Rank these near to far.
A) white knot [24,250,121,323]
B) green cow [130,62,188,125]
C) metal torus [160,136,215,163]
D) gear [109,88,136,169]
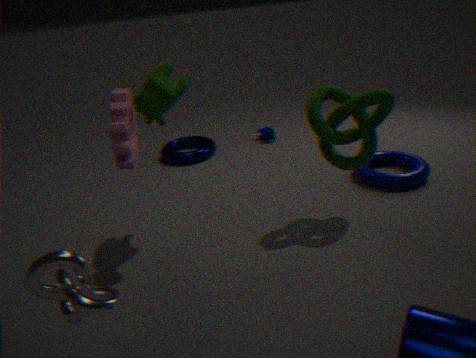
white knot [24,250,121,323] < gear [109,88,136,169] < green cow [130,62,188,125] < metal torus [160,136,215,163]
